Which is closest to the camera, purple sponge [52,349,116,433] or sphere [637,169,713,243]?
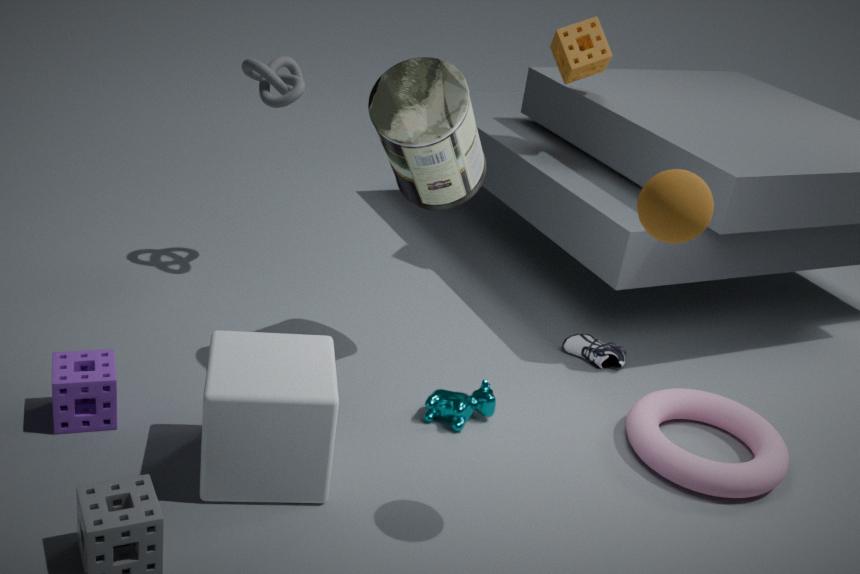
sphere [637,169,713,243]
